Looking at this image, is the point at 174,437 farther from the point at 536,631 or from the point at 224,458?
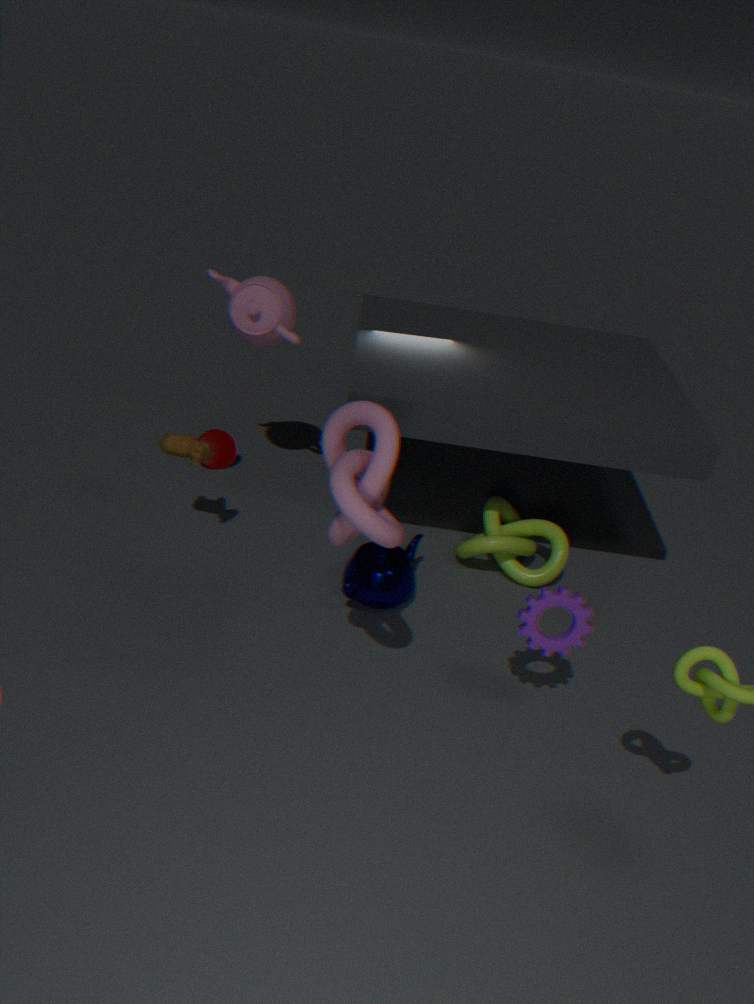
the point at 536,631
